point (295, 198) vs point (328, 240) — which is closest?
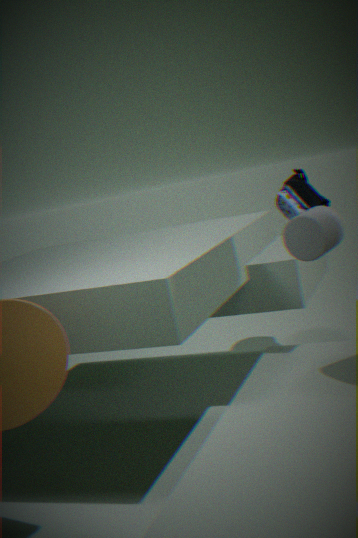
point (328, 240)
